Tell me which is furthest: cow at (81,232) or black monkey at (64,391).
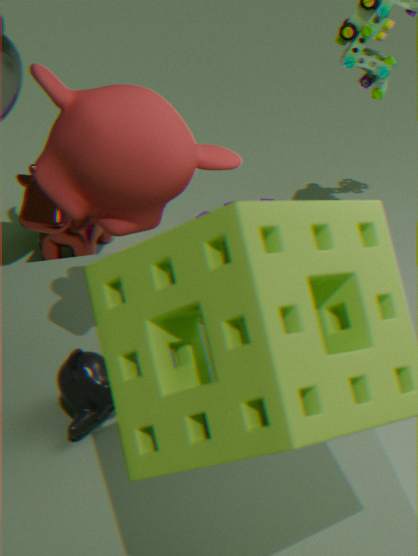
cow at (81,232)
